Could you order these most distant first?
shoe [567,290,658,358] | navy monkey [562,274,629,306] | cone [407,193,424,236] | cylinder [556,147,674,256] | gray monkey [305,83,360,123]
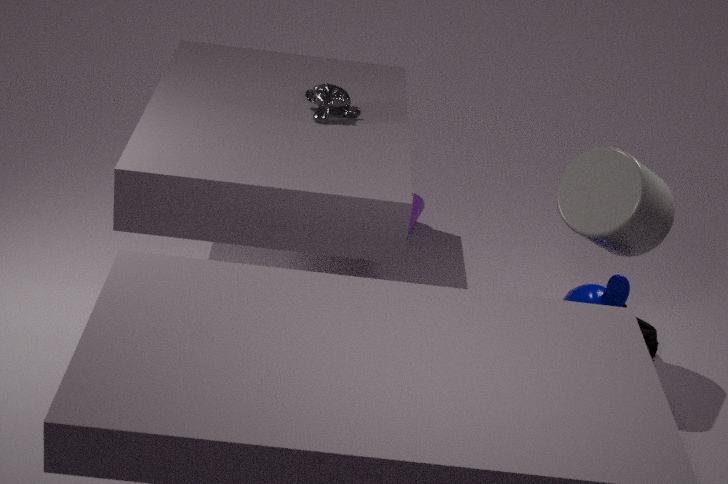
cone [407,193,424,236]
shoe [567,290,658,358]
gray monkey [305,83,360,123]
navy monkey [562,274,629,306]
cylinder [556,147,674,256]
